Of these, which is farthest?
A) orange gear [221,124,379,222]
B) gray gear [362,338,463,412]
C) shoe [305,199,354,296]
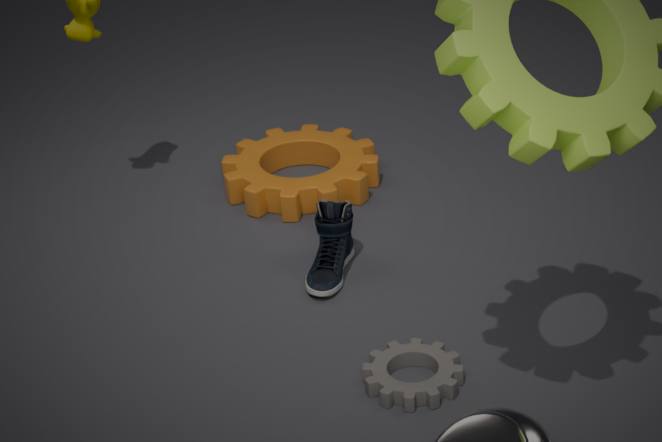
orange gear [221,124,379,222]
